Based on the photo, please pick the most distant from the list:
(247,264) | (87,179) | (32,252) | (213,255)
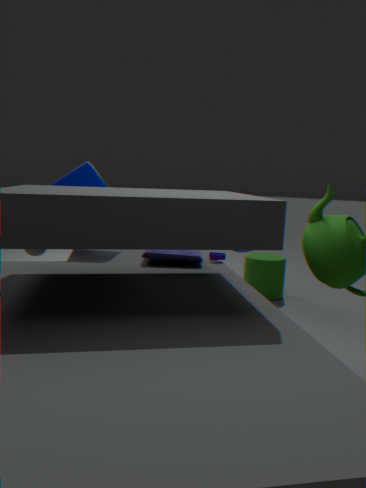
(247,264)
